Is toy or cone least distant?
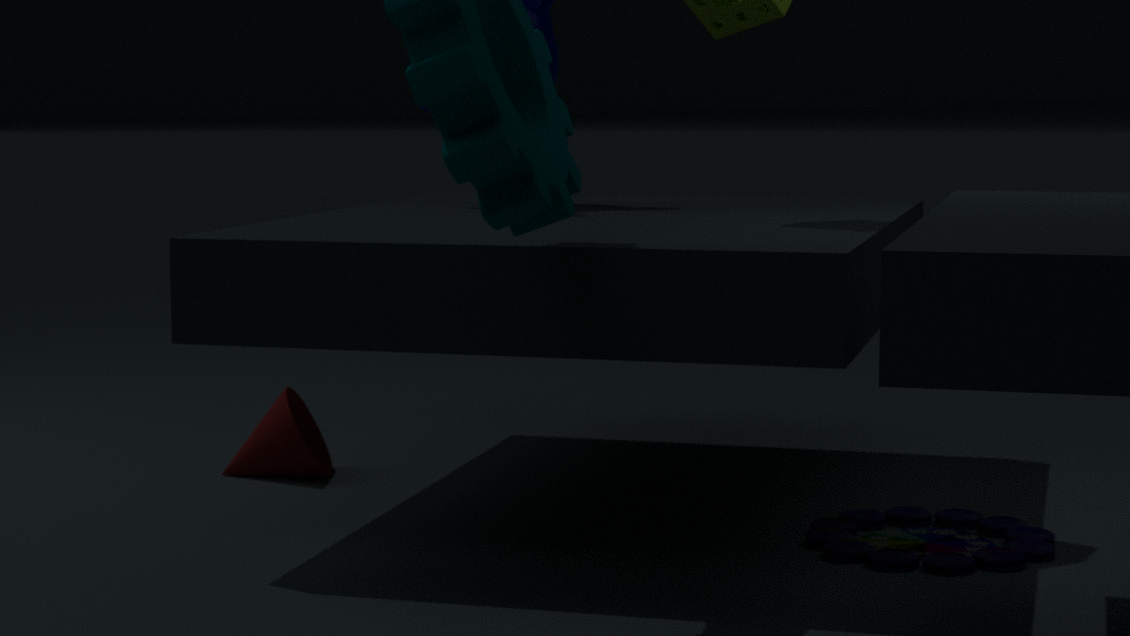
toy
